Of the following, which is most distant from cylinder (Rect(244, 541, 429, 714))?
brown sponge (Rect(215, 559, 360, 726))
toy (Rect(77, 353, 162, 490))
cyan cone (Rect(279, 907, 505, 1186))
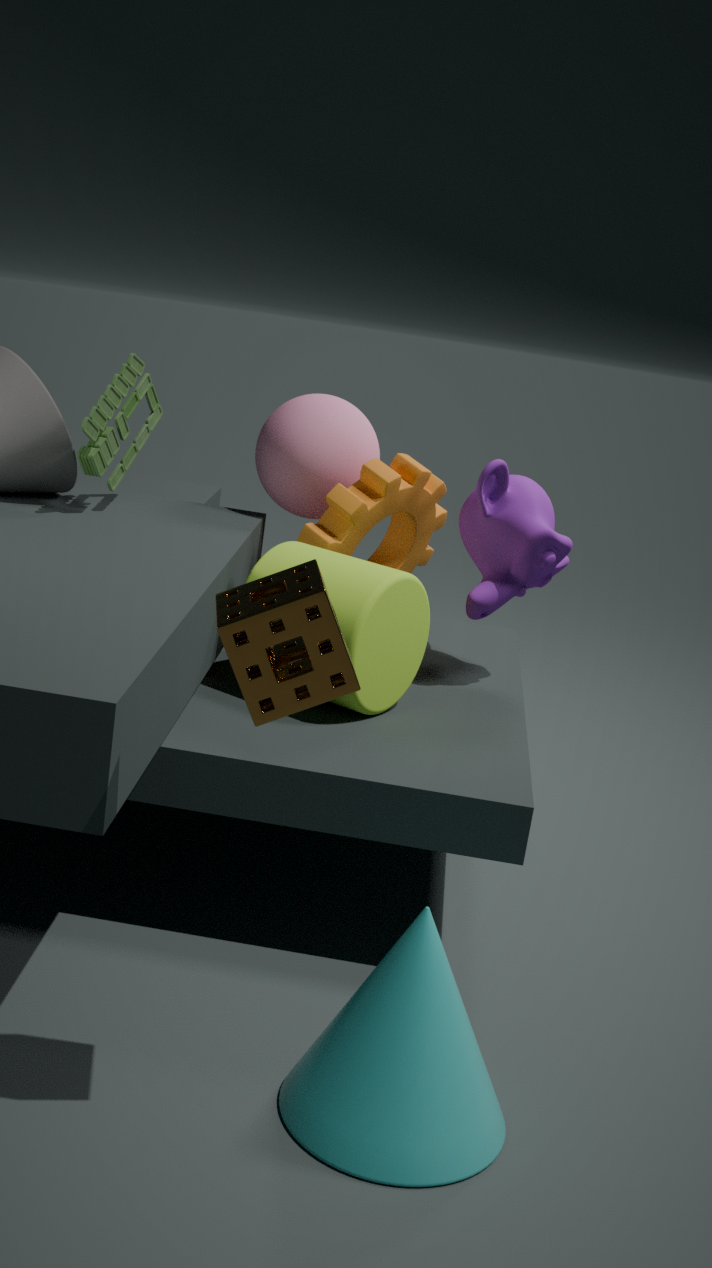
brown sponge (Rect(215, 559, 360, 726))
